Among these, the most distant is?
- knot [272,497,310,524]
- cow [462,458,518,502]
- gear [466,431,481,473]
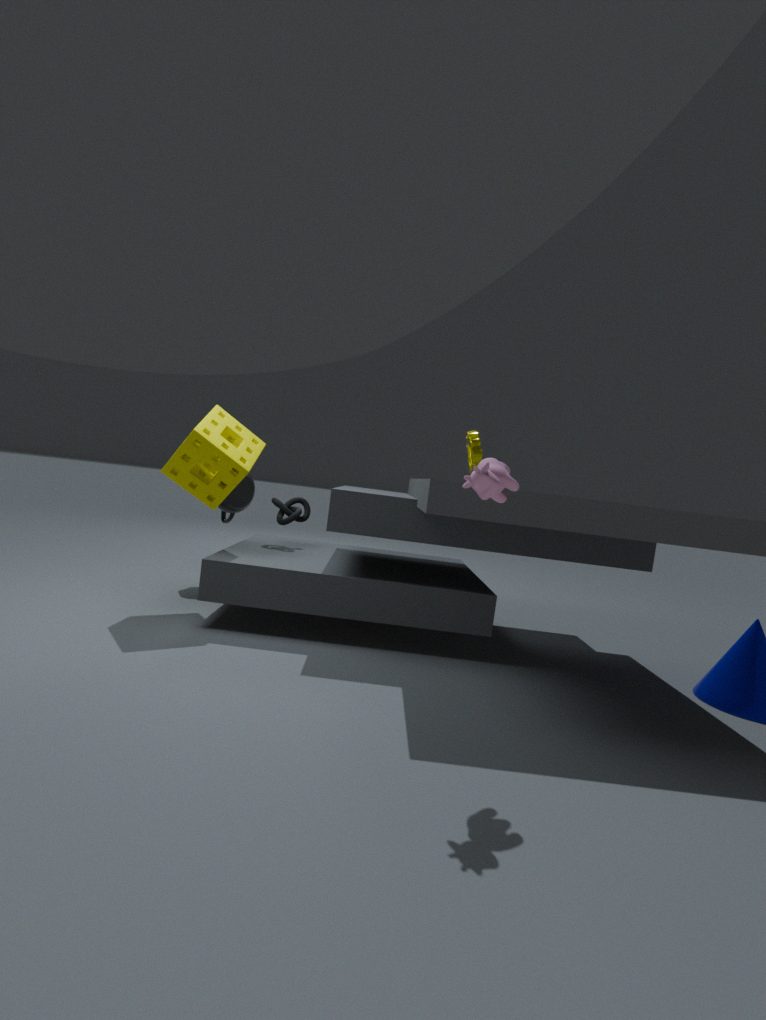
knot [272,497,310,524]
